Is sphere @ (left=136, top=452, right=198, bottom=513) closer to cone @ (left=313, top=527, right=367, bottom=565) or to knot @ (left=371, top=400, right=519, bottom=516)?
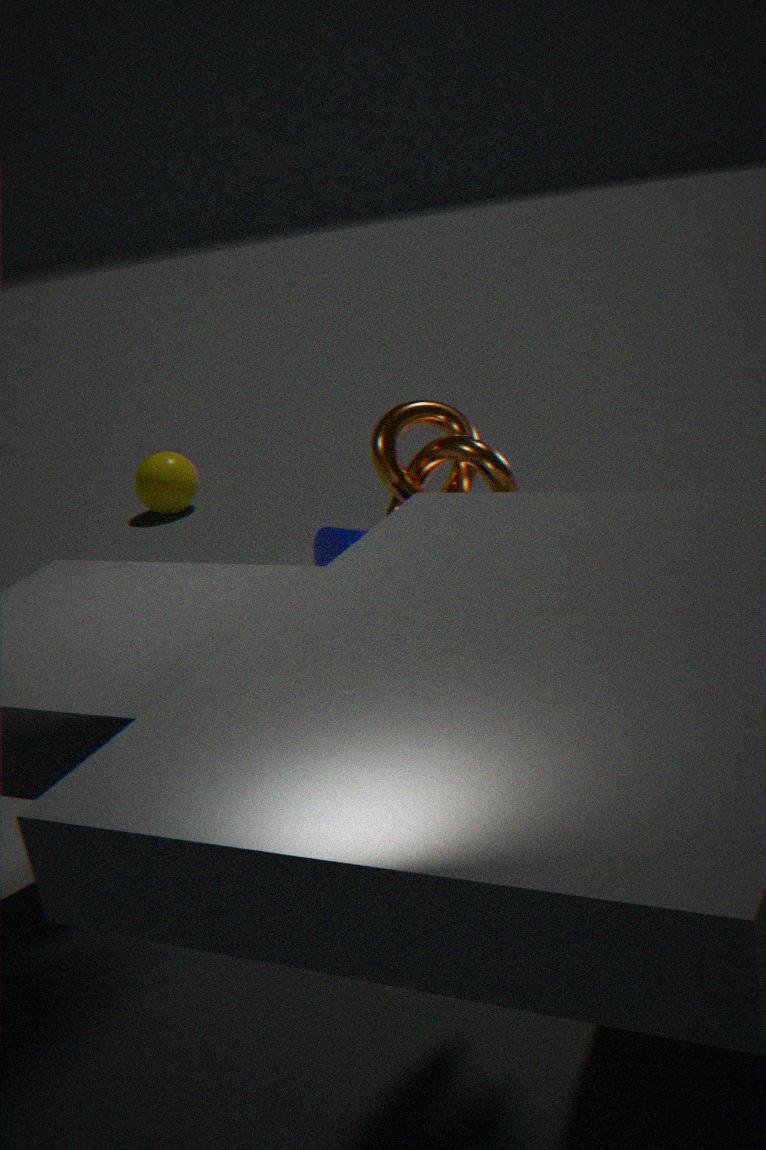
knot @ (left=371, top=400, right=519, bottom=516)
